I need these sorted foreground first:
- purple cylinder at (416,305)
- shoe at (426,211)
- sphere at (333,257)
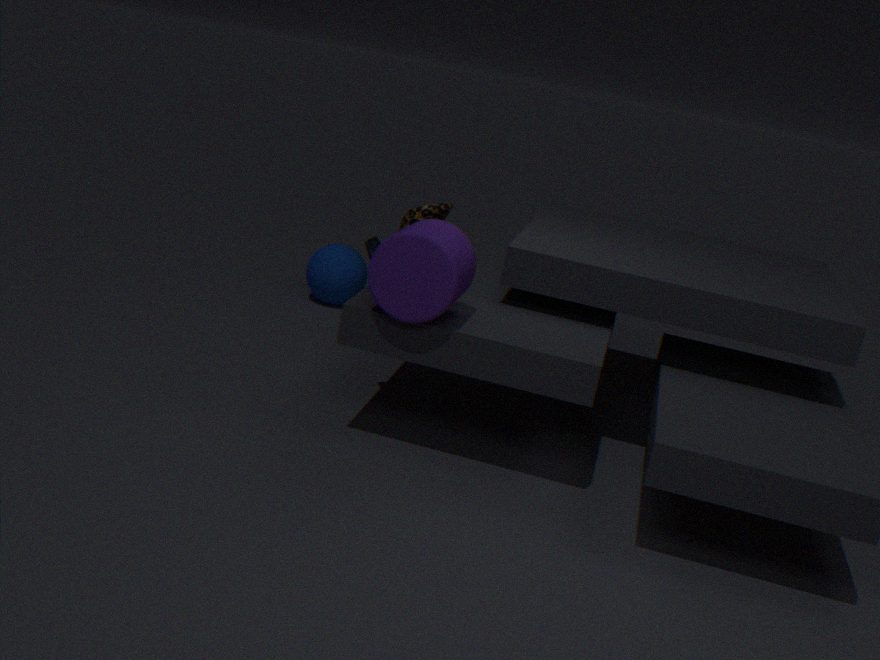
purple cylinder at (416,305) < shoe at (426,211) < sphere at (333,257)
